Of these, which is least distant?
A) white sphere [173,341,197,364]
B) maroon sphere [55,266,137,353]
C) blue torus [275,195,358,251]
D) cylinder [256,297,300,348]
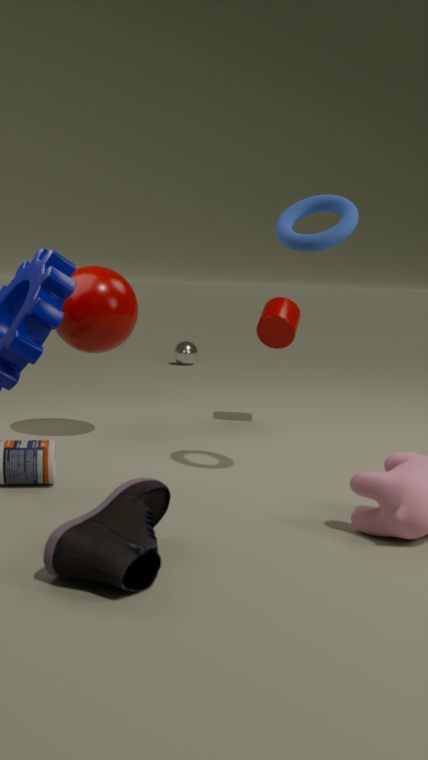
blue torus [275,195,358,251]
